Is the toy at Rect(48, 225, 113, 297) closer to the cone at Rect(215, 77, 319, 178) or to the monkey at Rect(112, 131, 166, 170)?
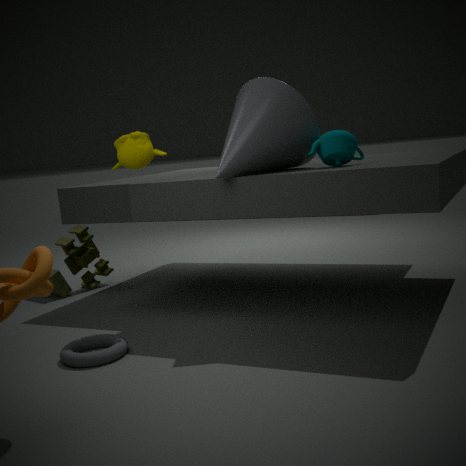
the monkey at Rect(112, 131, 166, 170)
